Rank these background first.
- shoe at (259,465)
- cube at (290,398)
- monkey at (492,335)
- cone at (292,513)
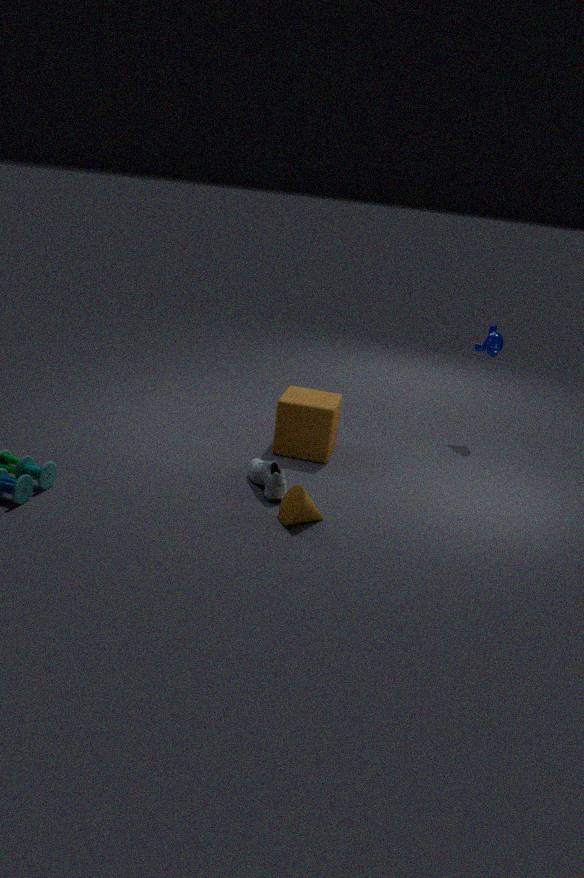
monkey at (492,335) < cube at (290,398) < shoe at (259,465) < cone at (292,513)
